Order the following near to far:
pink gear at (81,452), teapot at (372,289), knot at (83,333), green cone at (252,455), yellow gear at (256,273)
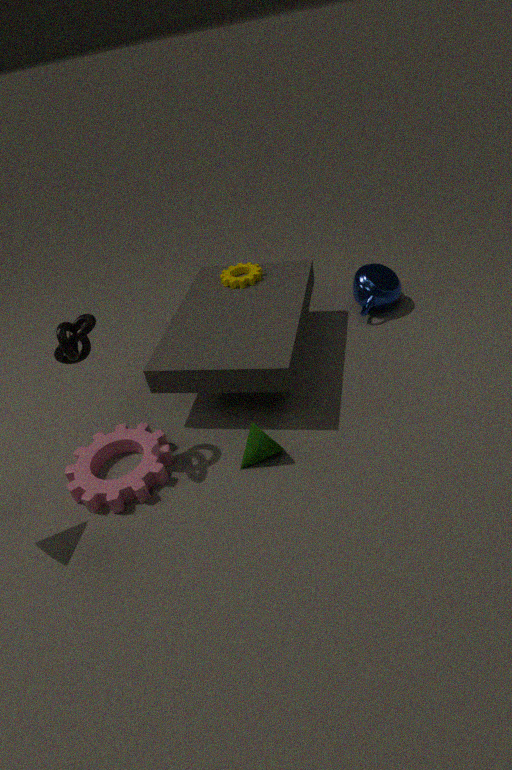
knot at (83,333)
pink gear at (81,452)
green cone at (252,455)
yellow gear at (256,273)
teapot at (372,289)
